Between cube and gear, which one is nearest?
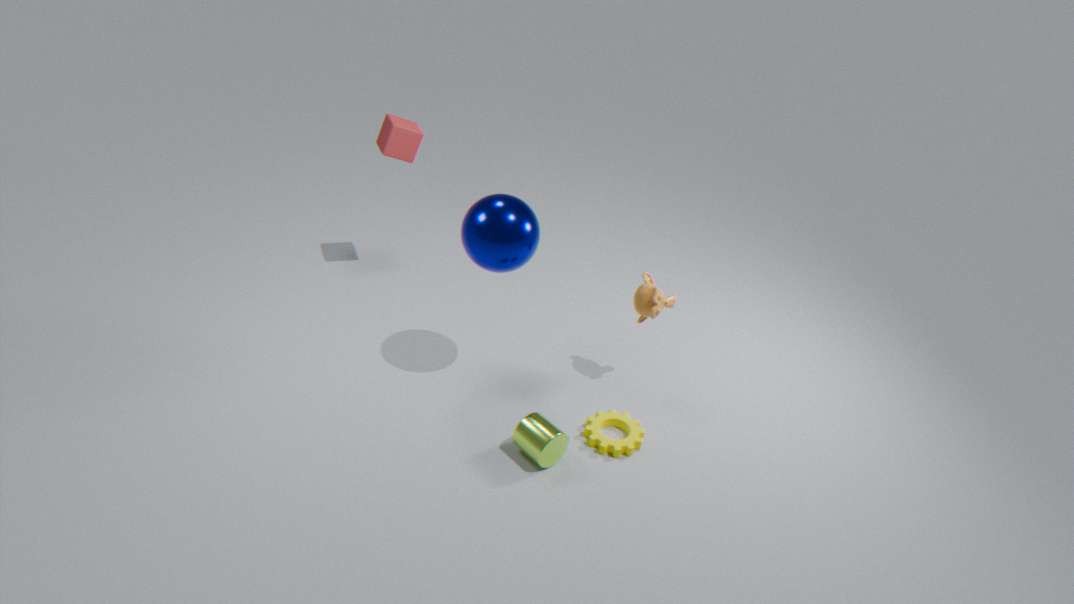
gear
